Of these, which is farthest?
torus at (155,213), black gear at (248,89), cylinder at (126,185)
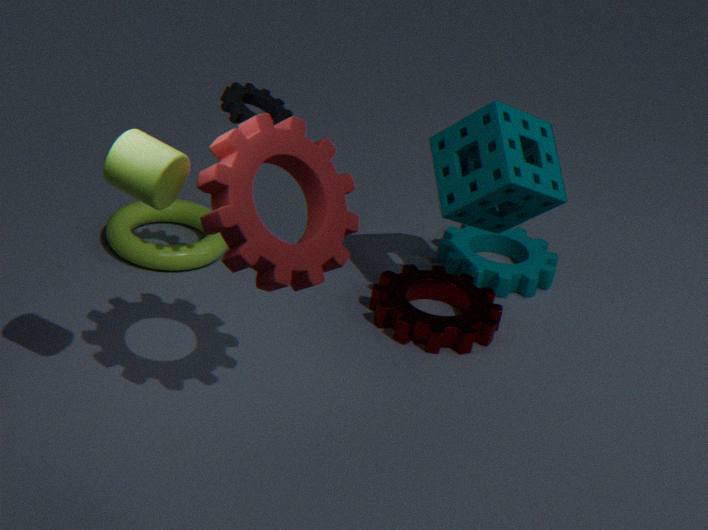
torus at (155,213)
